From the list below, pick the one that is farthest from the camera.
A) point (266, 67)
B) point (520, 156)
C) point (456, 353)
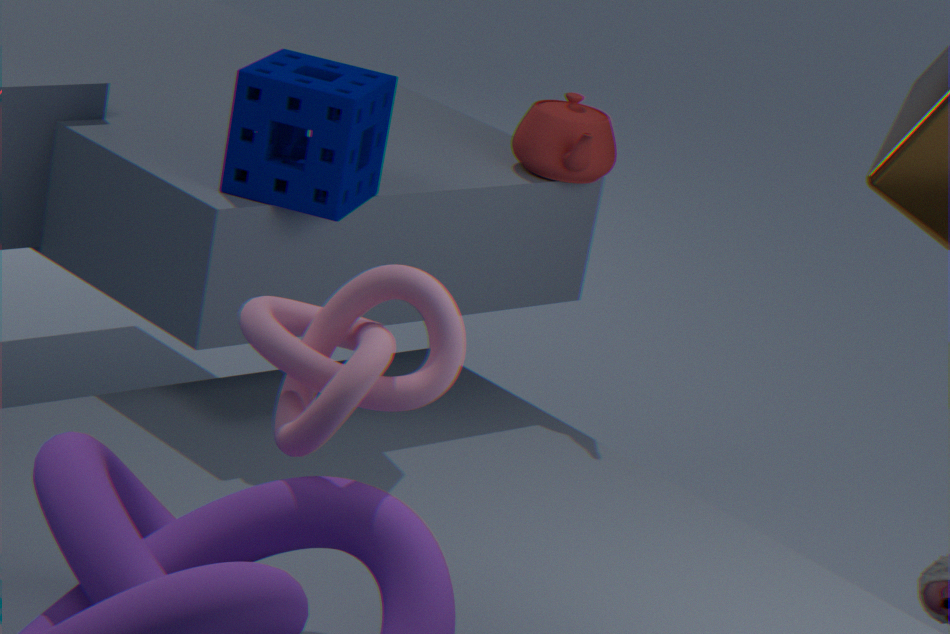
point (520, 156)
